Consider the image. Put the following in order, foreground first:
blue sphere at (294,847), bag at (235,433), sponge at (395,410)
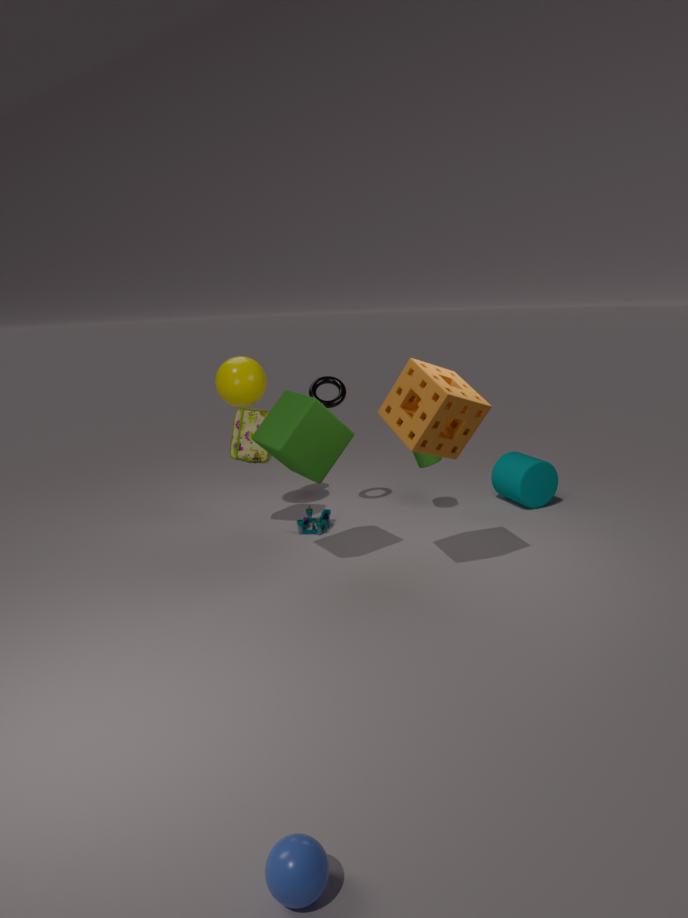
1. blue sphere at (294,847)
2. sponge at (395,410)
3. bag at (235,433)
